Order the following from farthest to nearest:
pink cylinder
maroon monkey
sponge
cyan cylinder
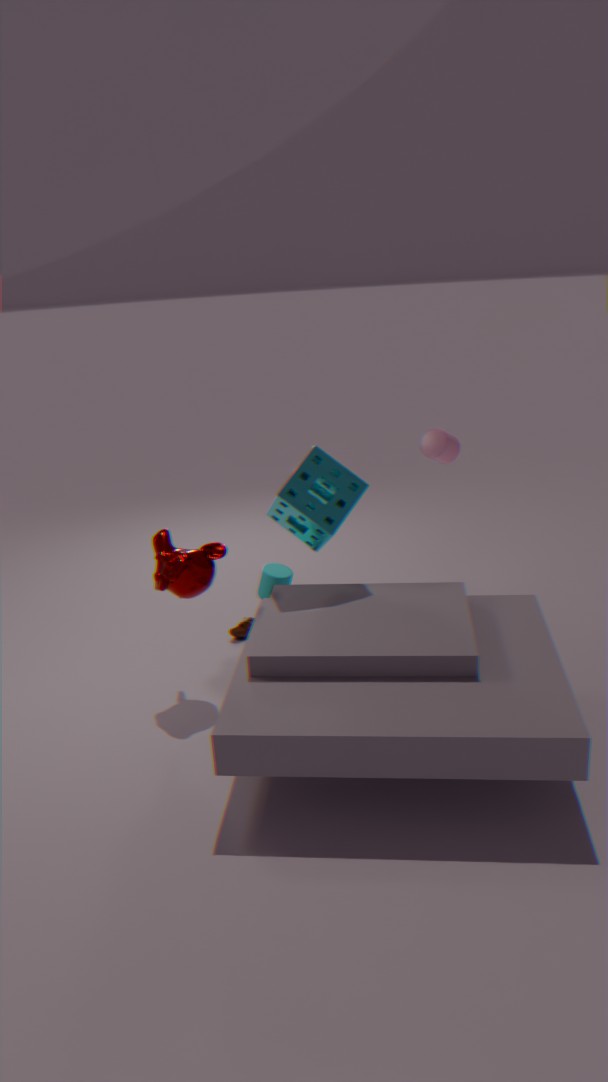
pink cylinder < cyan cylinder < sponge < maroon monkey
